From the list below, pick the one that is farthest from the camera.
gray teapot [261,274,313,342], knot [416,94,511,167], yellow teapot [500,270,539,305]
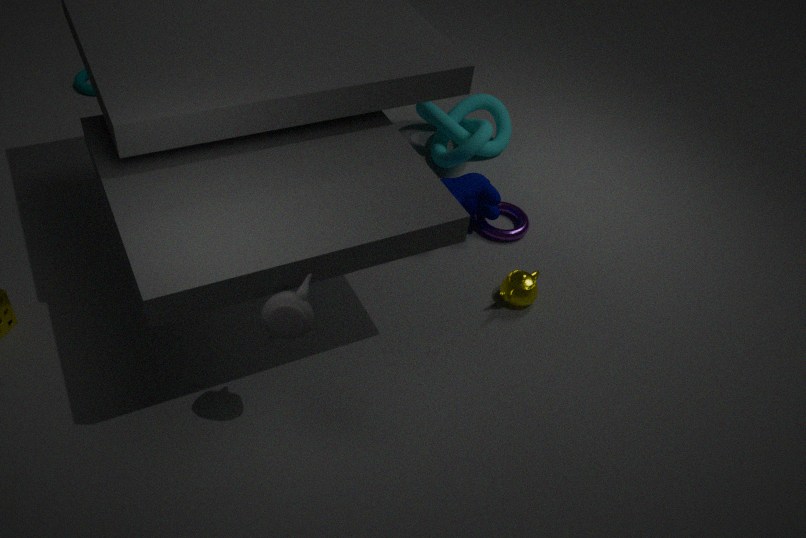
knot [416,94,511,167]
